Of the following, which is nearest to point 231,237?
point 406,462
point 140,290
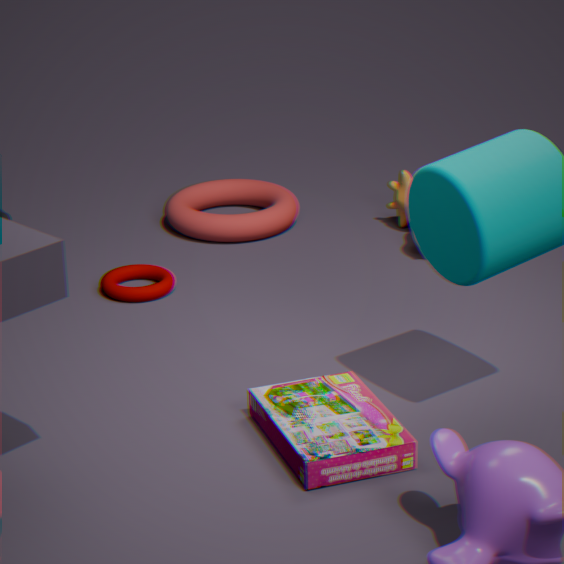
point 140,290
